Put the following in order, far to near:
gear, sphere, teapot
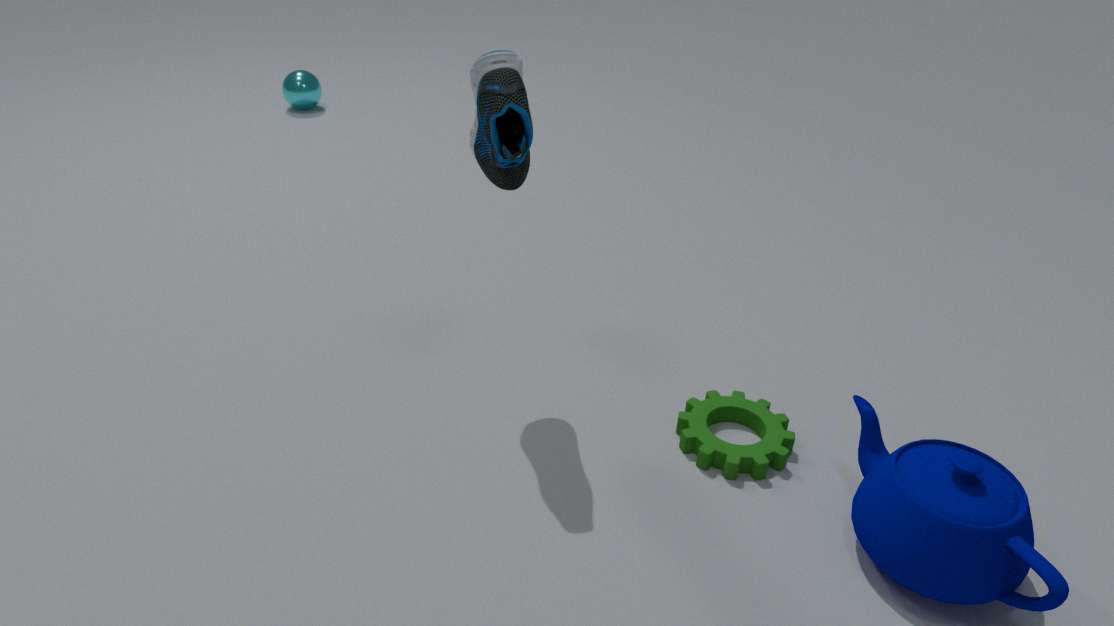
sphere < gear < teapot
